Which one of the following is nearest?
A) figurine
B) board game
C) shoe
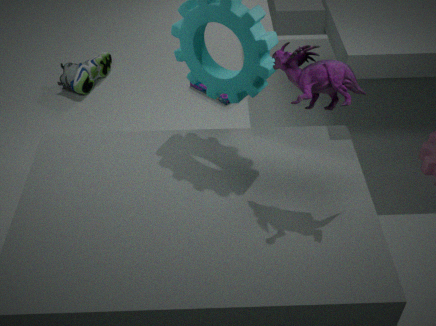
figurine
